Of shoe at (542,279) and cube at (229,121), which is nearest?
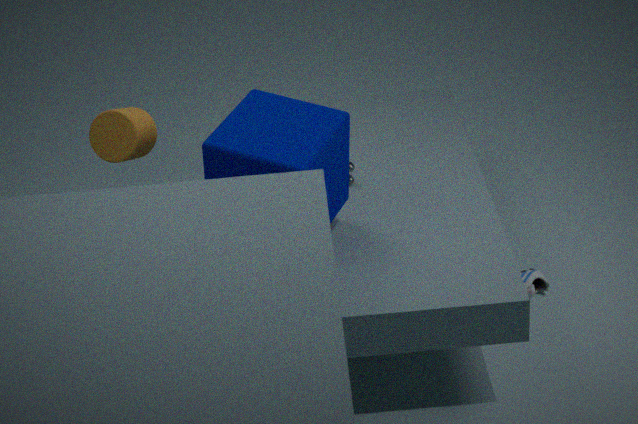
cube at (229,121)
